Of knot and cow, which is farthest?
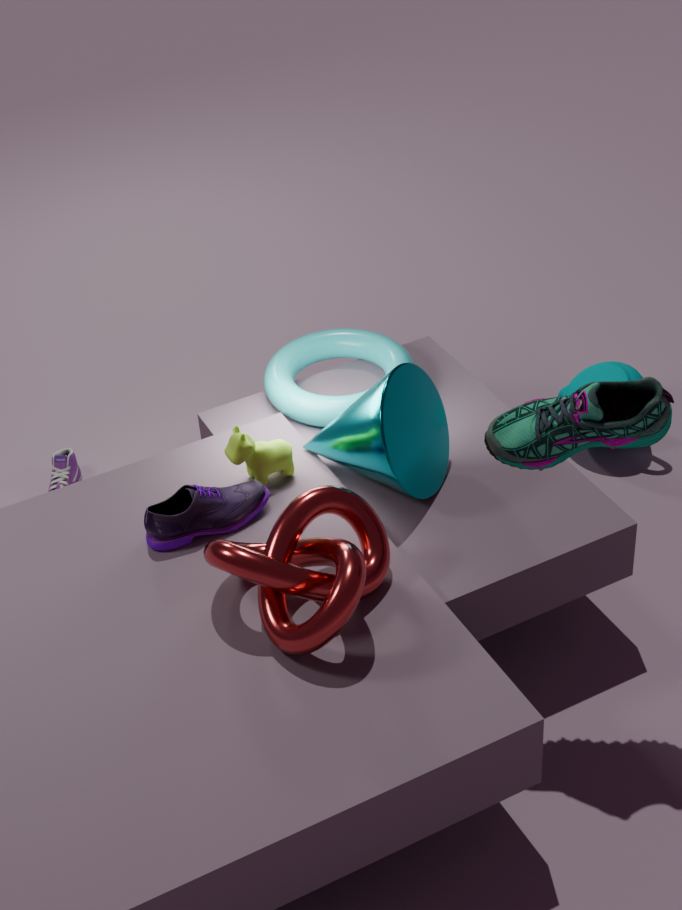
cow
